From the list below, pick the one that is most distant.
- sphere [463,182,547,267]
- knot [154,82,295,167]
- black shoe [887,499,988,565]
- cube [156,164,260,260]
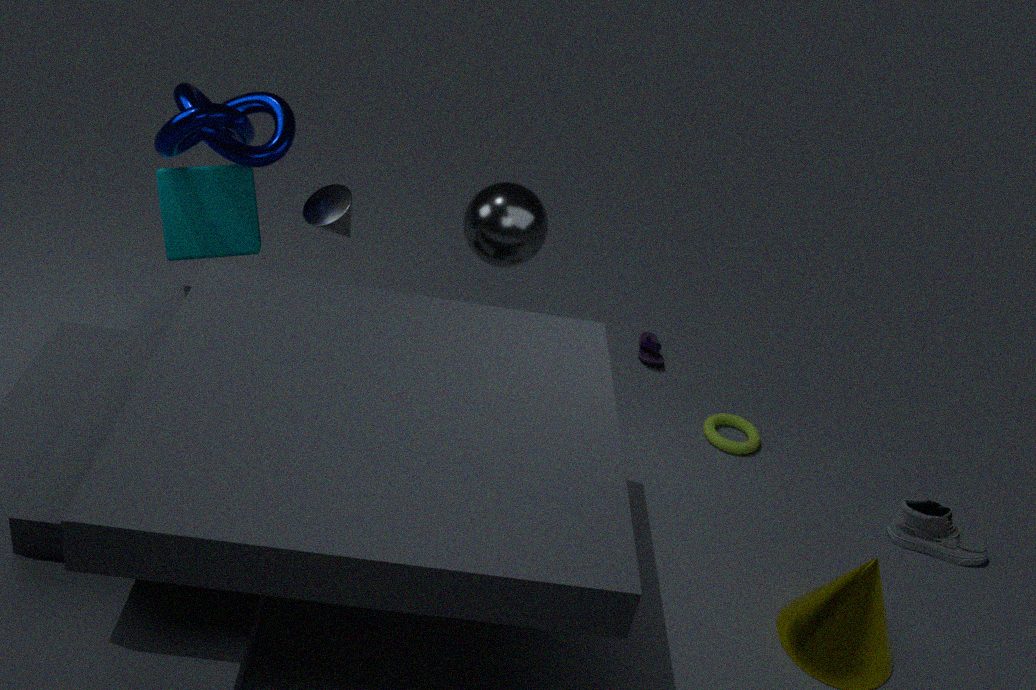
black shoe [887,499,988,565]
